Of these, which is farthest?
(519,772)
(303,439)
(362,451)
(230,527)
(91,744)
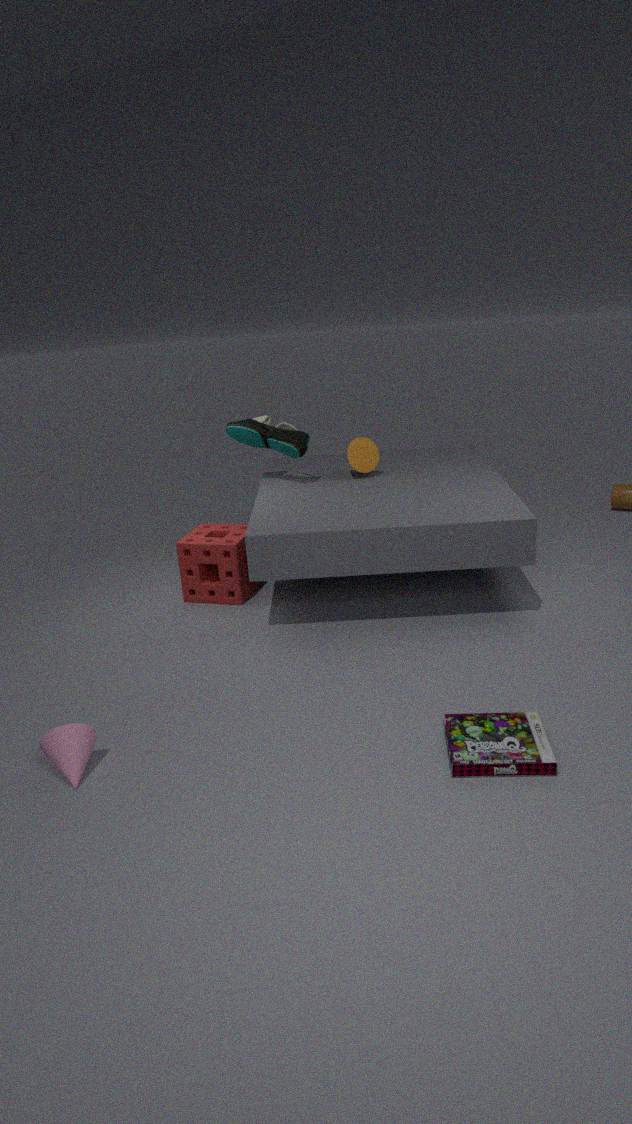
(362,451)
